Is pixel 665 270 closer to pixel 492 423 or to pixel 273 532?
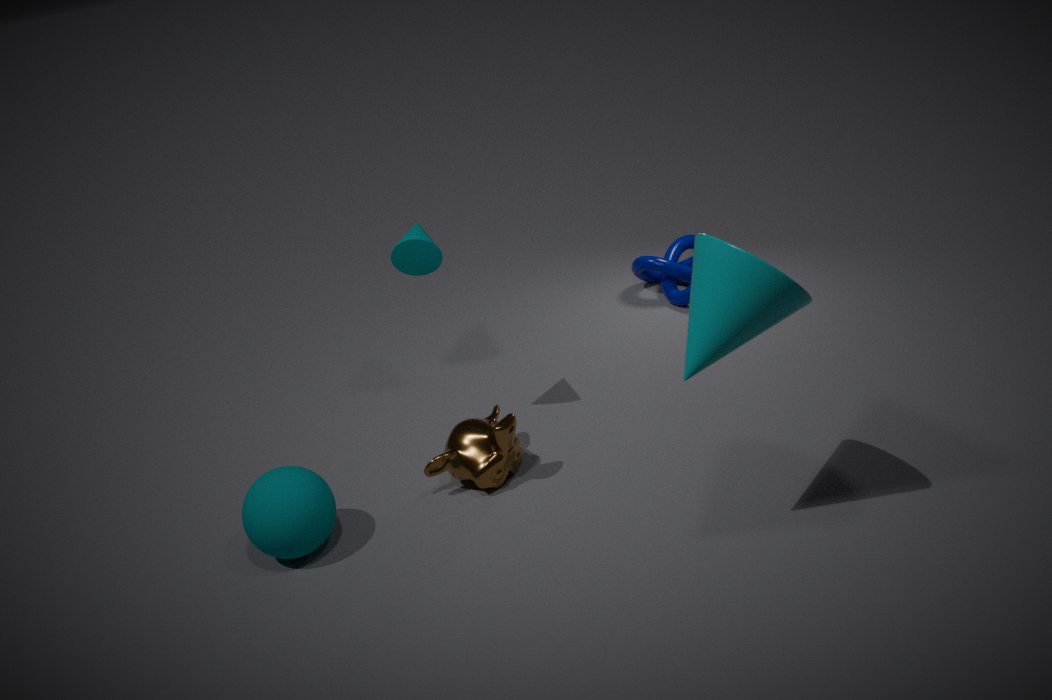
pixel 492 423
